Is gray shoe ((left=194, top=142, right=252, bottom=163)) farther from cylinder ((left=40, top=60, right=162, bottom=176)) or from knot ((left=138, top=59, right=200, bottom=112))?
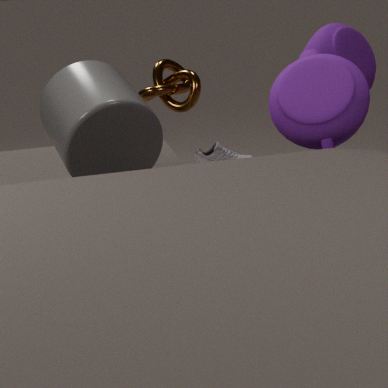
cylinder ((left=40, top=60, right=162, bottom=176))
